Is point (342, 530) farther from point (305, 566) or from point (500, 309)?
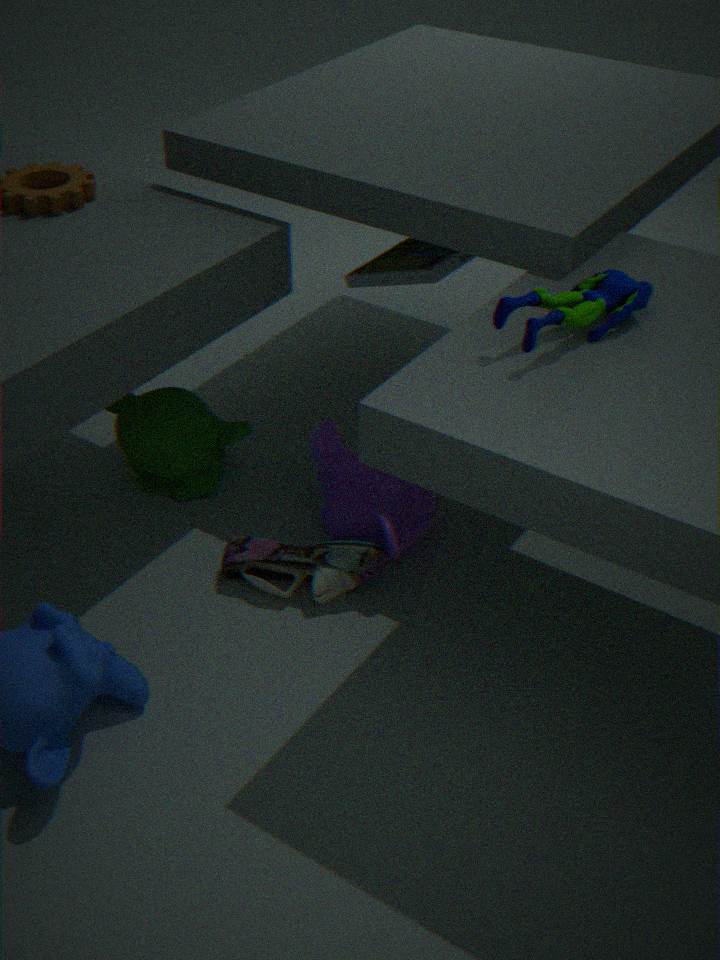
point (500, 309)
